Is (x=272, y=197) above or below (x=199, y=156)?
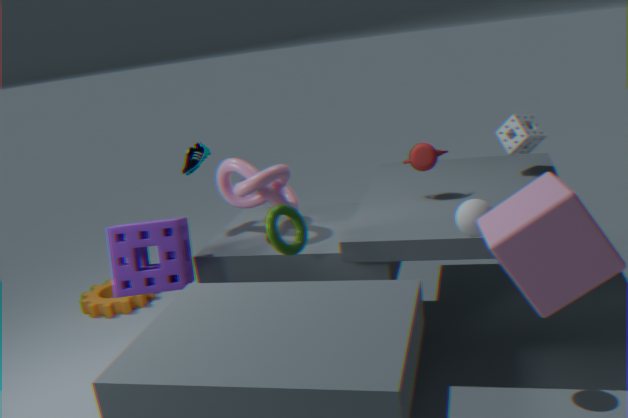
below
